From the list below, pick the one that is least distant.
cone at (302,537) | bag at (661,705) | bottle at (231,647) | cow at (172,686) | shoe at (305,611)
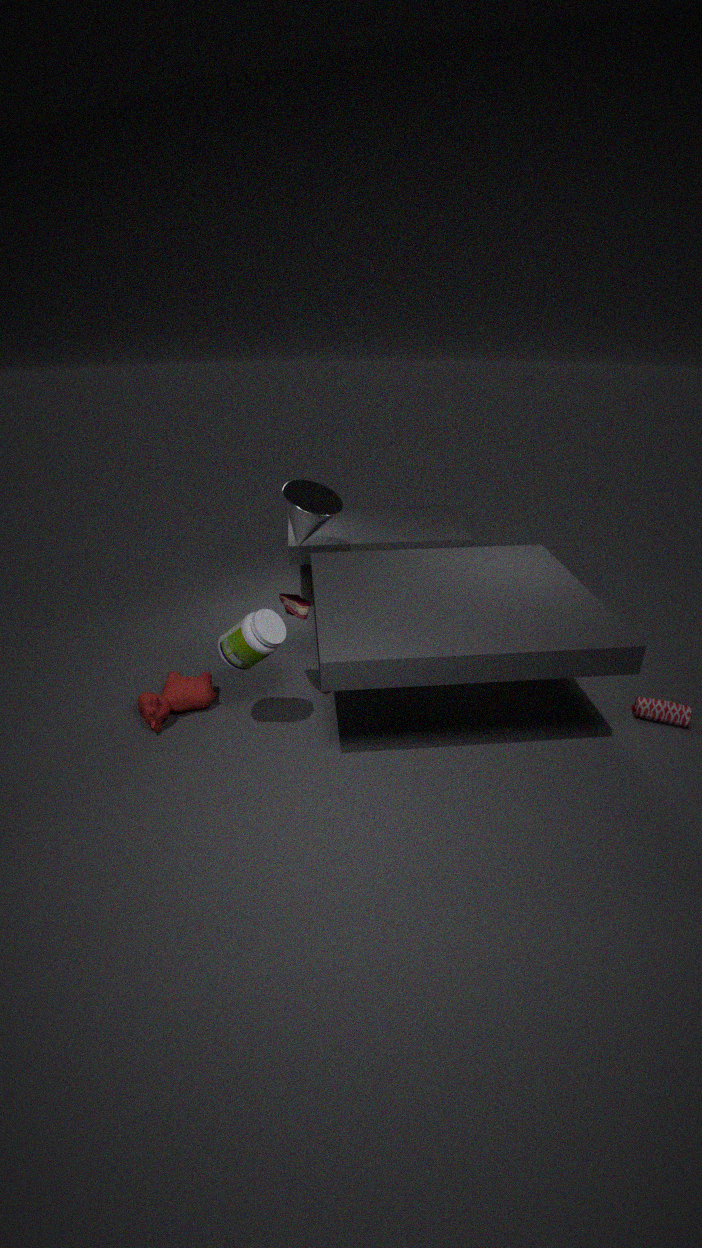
bottle at (231,647)
